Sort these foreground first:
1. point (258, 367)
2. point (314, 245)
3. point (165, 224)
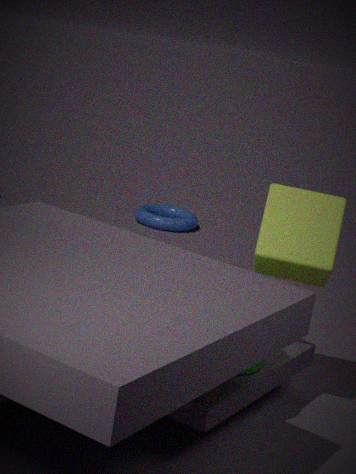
point (258, 367) → point (314, 245) → point (165, 224)
